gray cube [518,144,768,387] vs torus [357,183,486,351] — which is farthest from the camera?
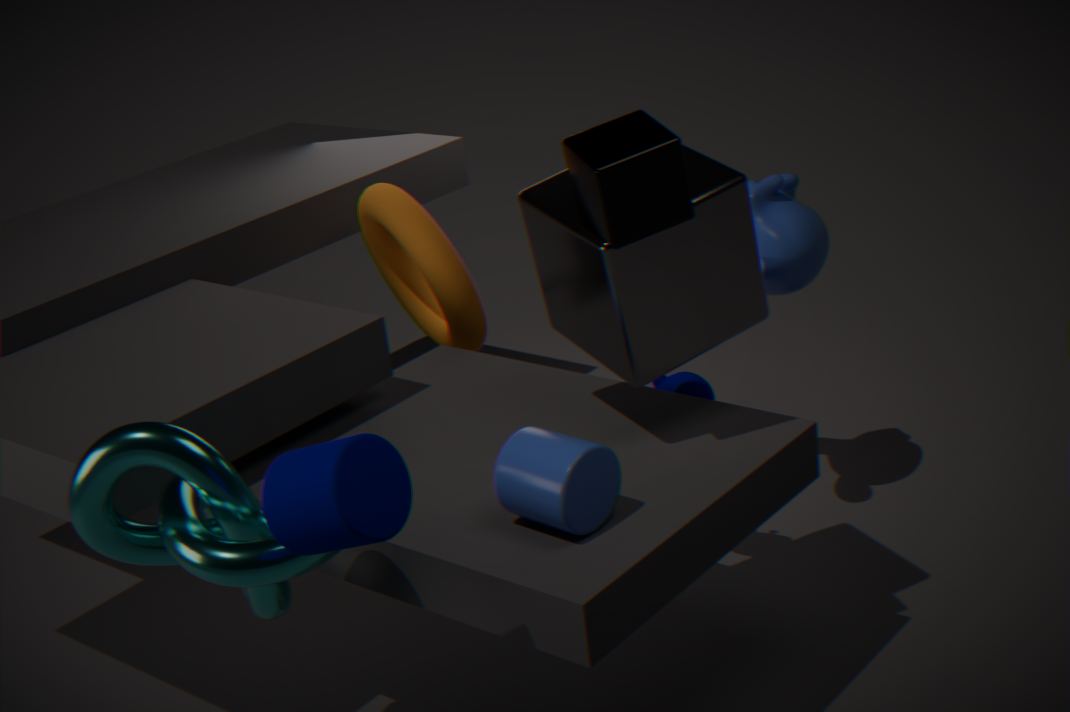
torus [357,183,486,351]
